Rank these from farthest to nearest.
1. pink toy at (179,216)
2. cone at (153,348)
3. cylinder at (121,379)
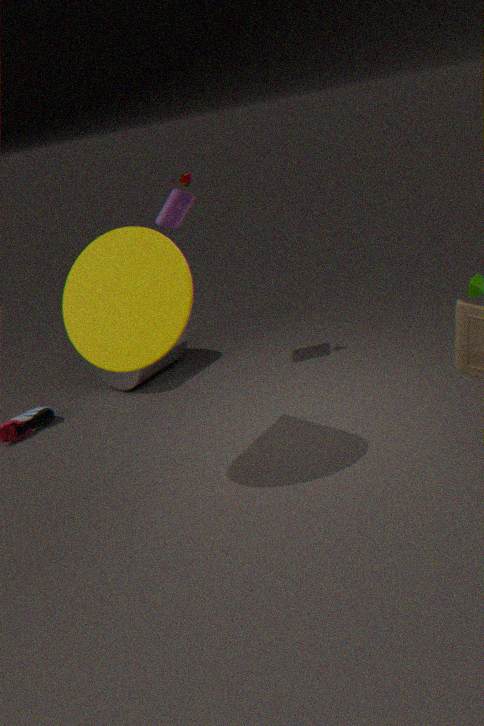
cylinder at (121,379) → pink toy at (179,216) → cone at (153,348)
